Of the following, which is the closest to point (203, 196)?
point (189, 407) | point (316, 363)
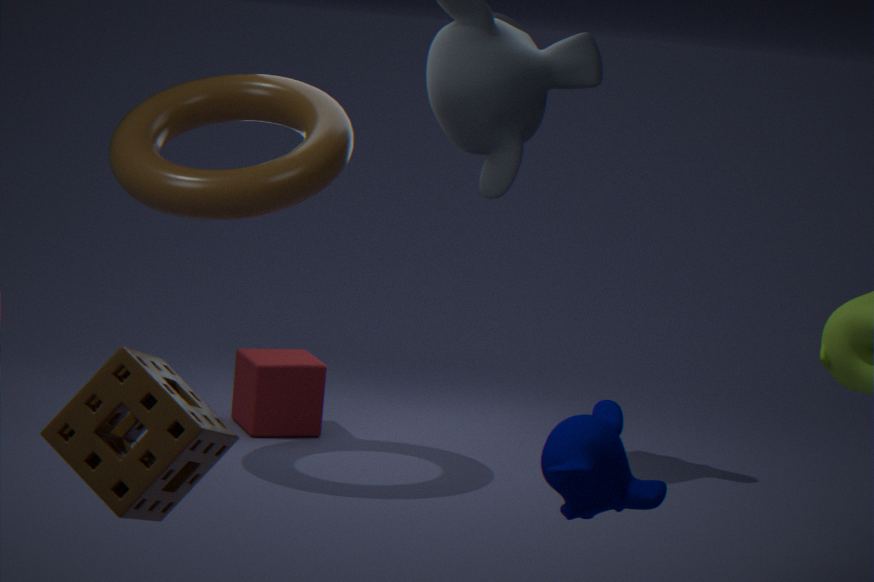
point (316, 363)
